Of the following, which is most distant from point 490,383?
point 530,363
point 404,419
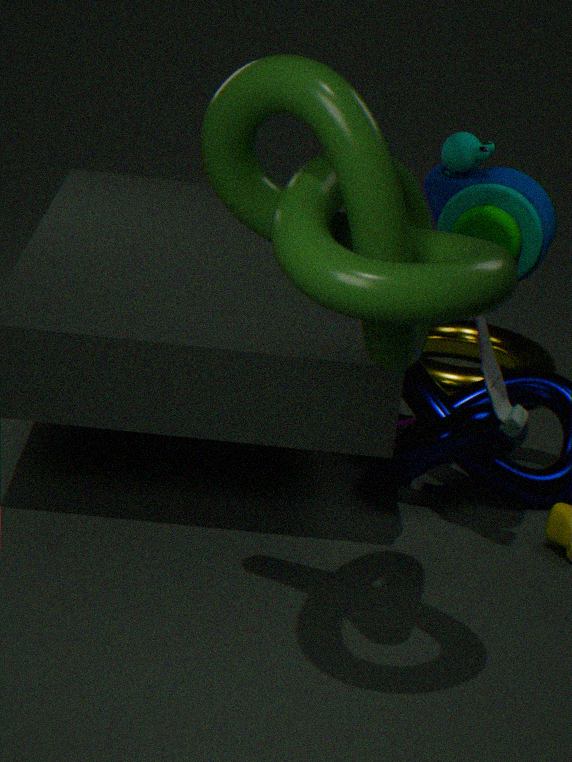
point 530,363
